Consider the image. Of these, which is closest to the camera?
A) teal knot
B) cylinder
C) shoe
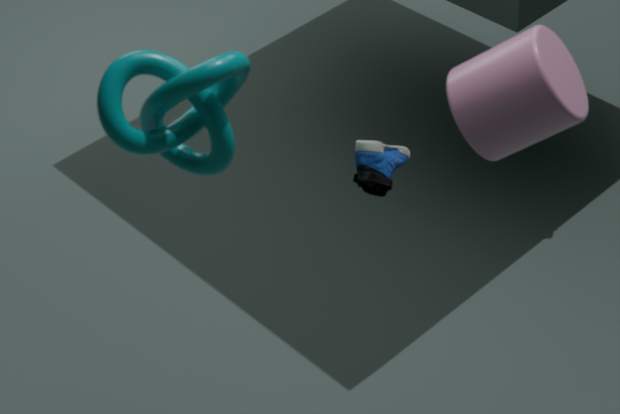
teal knot
